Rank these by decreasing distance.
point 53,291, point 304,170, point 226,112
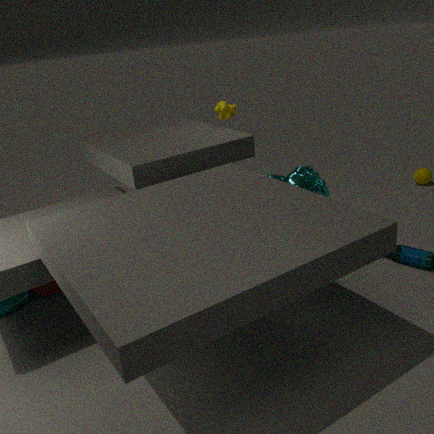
point 226,112 < point 53,291 < point 304,170
